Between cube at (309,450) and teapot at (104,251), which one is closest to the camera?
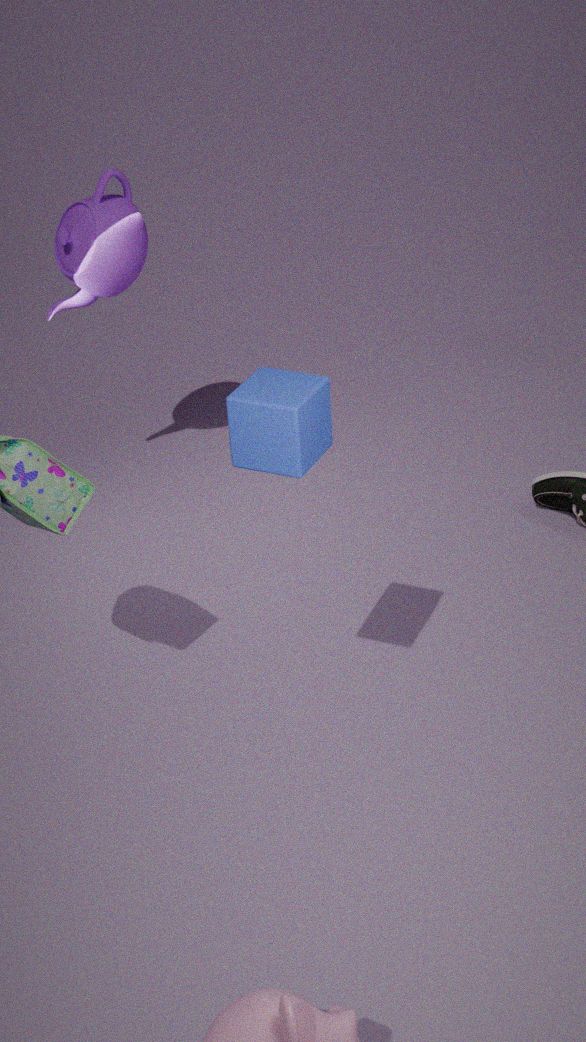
cube at (309,450)
